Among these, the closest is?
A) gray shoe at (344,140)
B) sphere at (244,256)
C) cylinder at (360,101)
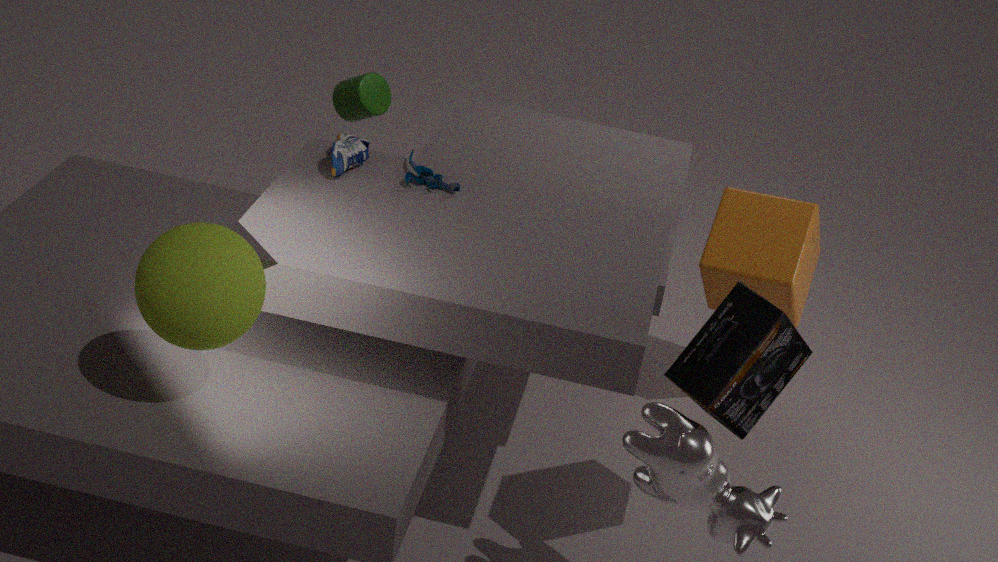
sphere at (244,256)
